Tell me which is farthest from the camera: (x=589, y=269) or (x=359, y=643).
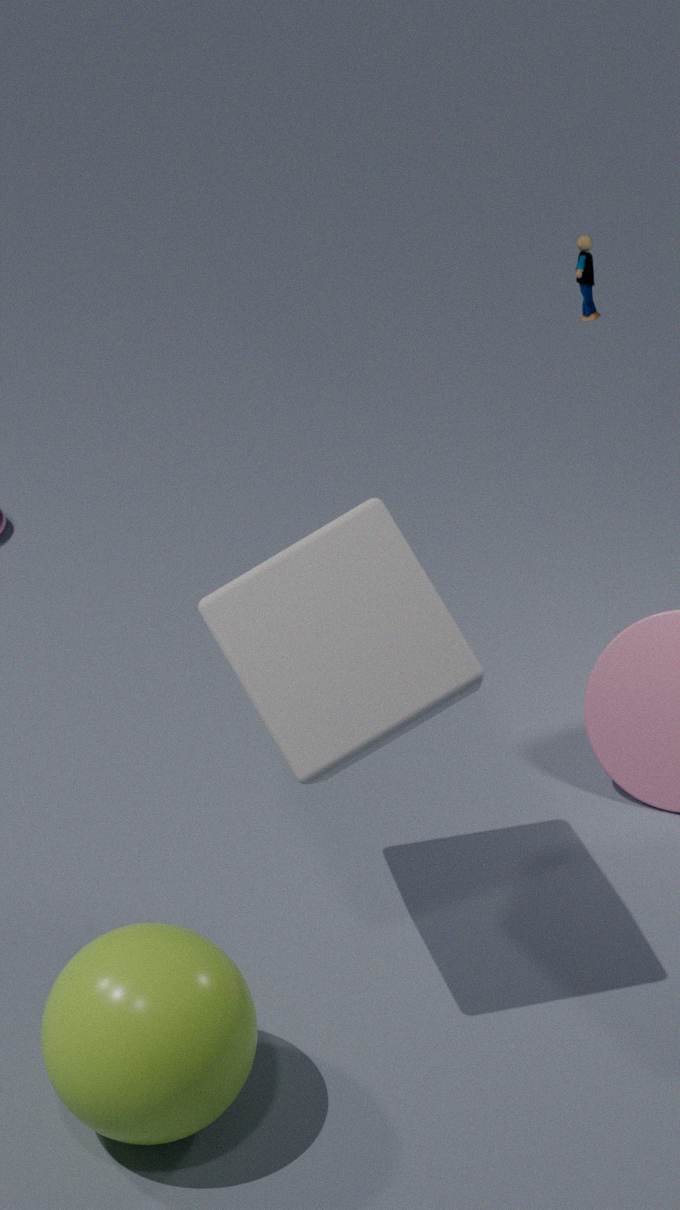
(x=589, y=269)
